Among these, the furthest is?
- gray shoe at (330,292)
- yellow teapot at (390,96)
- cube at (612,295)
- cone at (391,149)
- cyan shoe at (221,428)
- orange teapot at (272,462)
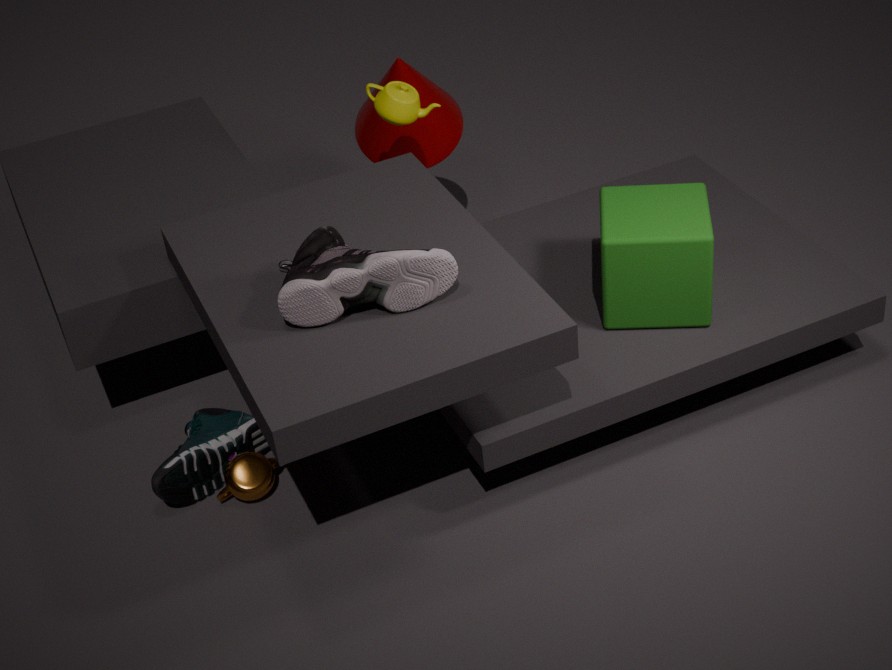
cone at (391,149)
